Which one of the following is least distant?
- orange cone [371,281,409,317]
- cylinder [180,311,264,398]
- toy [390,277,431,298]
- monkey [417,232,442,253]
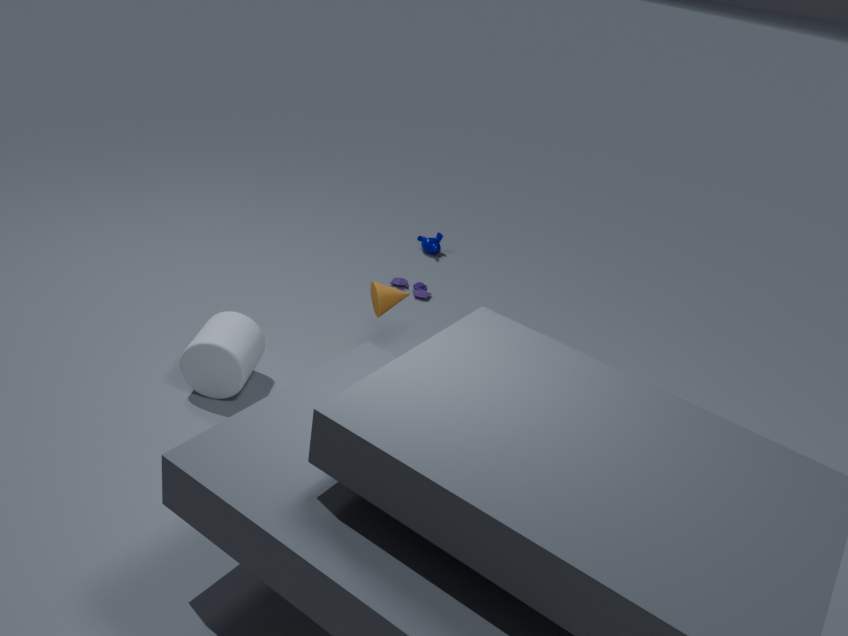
cylinder [180,311,264,398]
